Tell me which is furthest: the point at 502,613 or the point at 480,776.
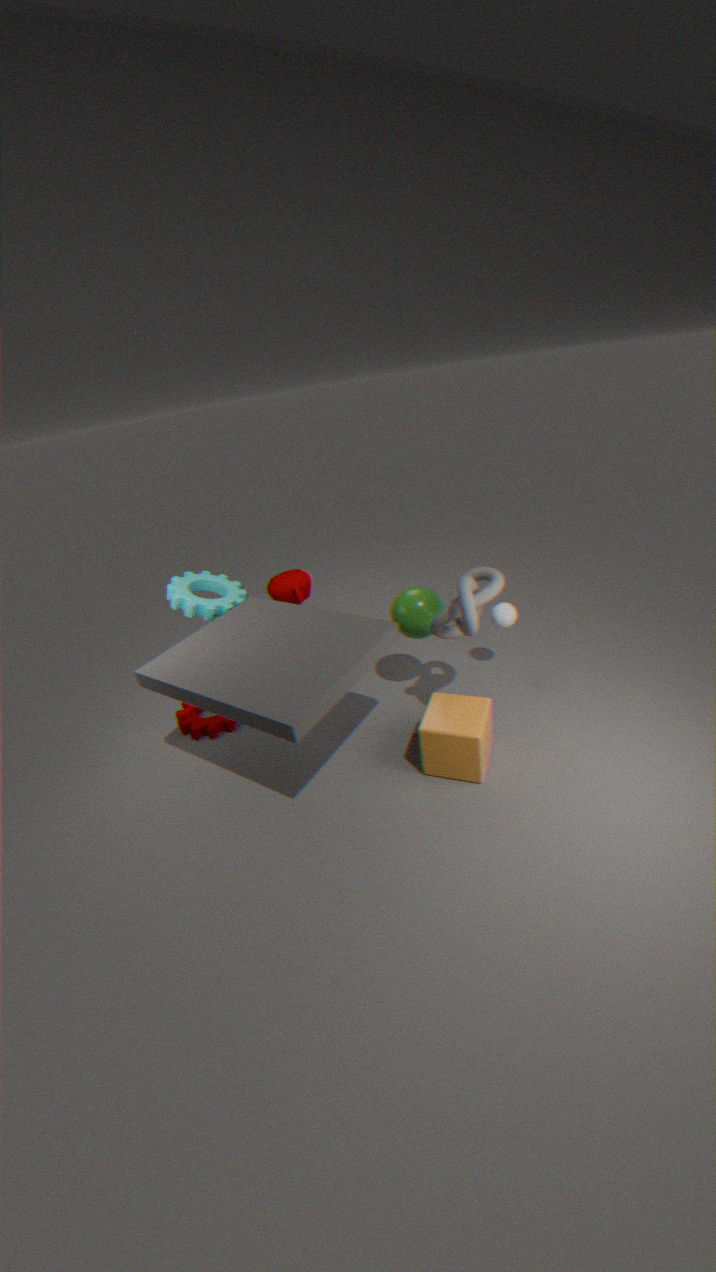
the point at 502,613
